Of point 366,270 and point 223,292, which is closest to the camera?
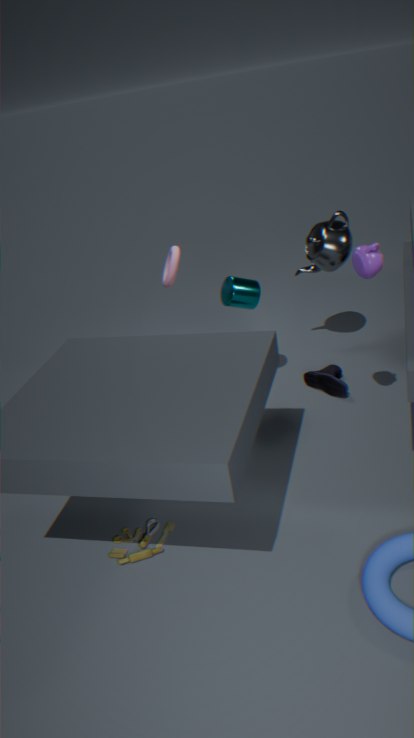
point 366,270
